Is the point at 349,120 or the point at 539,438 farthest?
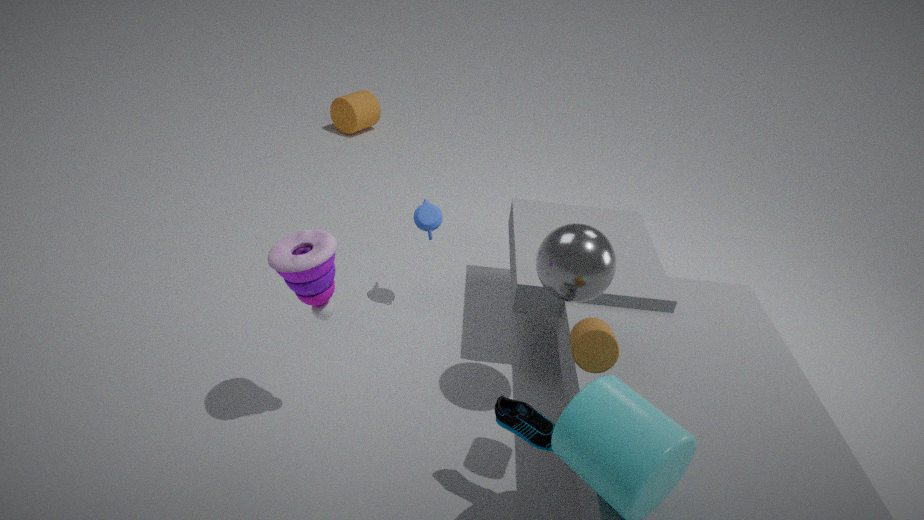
the point at 349,120
